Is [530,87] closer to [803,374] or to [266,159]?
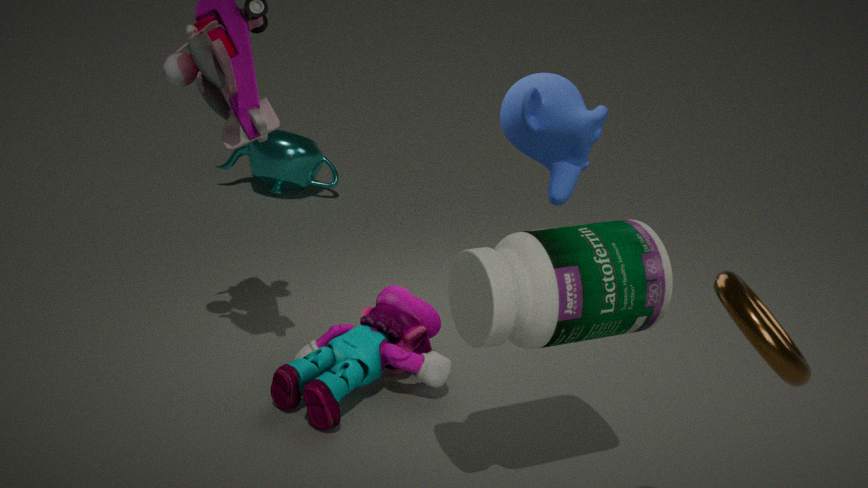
[803,374]
